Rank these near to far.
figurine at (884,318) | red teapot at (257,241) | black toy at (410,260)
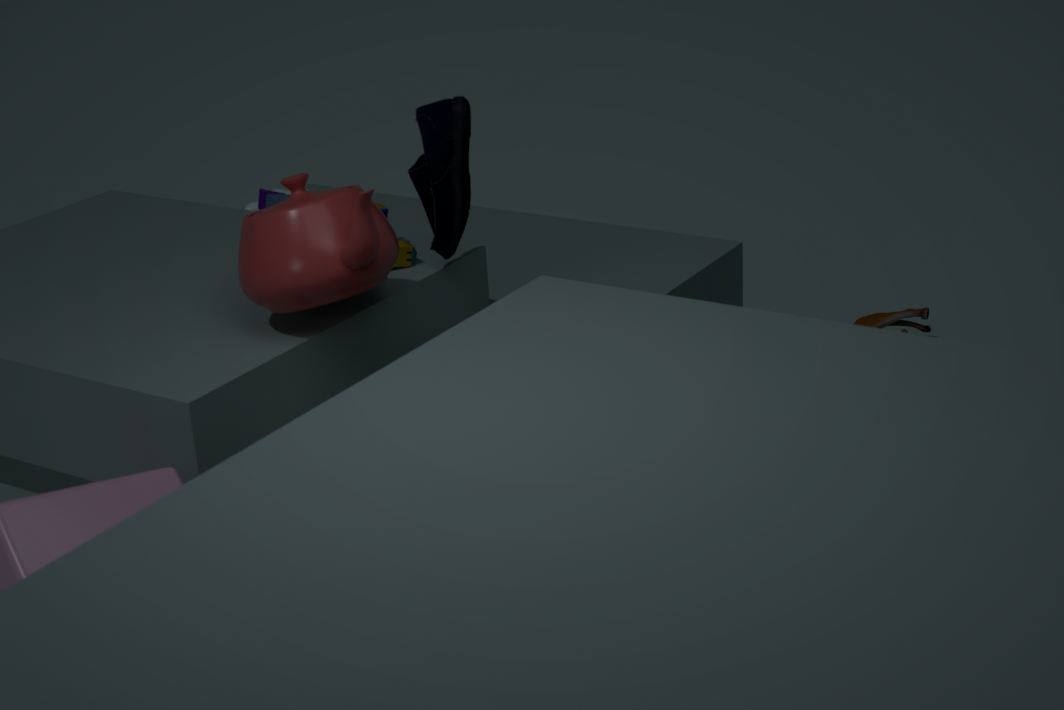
red teapot at (257,241) < black toy at (410,260) < figurine at (884,318)
